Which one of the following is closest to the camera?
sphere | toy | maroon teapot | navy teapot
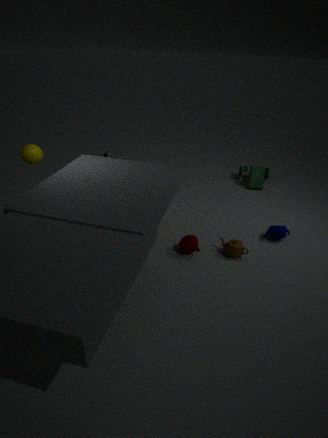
maroon teapot
